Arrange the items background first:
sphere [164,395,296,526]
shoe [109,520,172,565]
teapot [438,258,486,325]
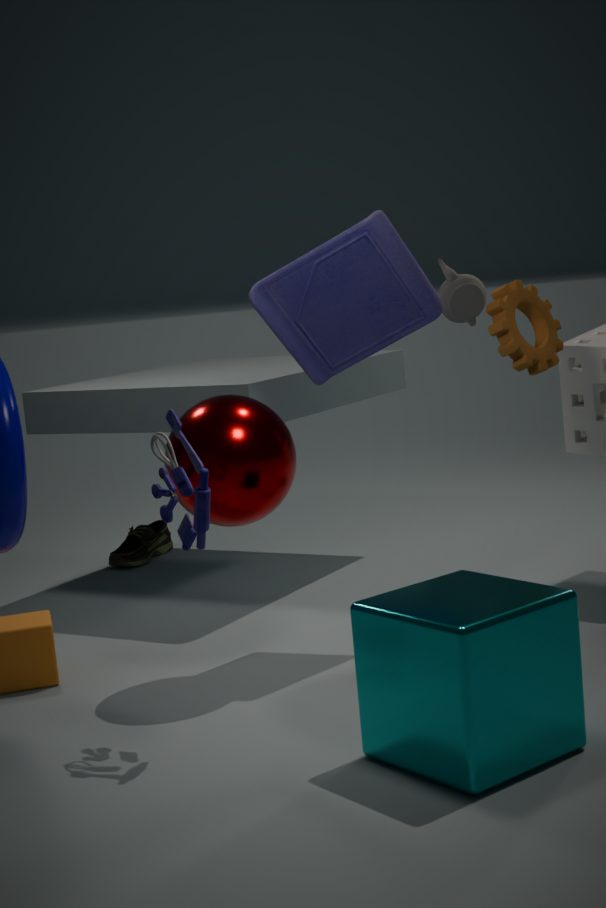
shoe [109,520,172,565] < teapot [438,258,486,325] < sphere [164,395,296,526]
